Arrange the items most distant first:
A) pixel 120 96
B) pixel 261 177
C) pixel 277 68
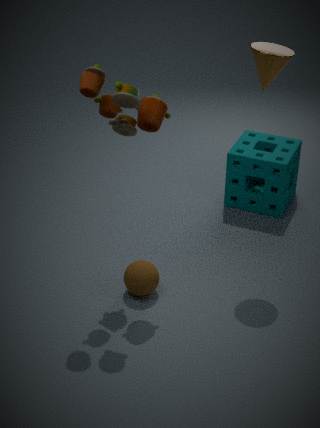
1. pixel 261 177
2. pixel 277 68
3. pixel 120 96
